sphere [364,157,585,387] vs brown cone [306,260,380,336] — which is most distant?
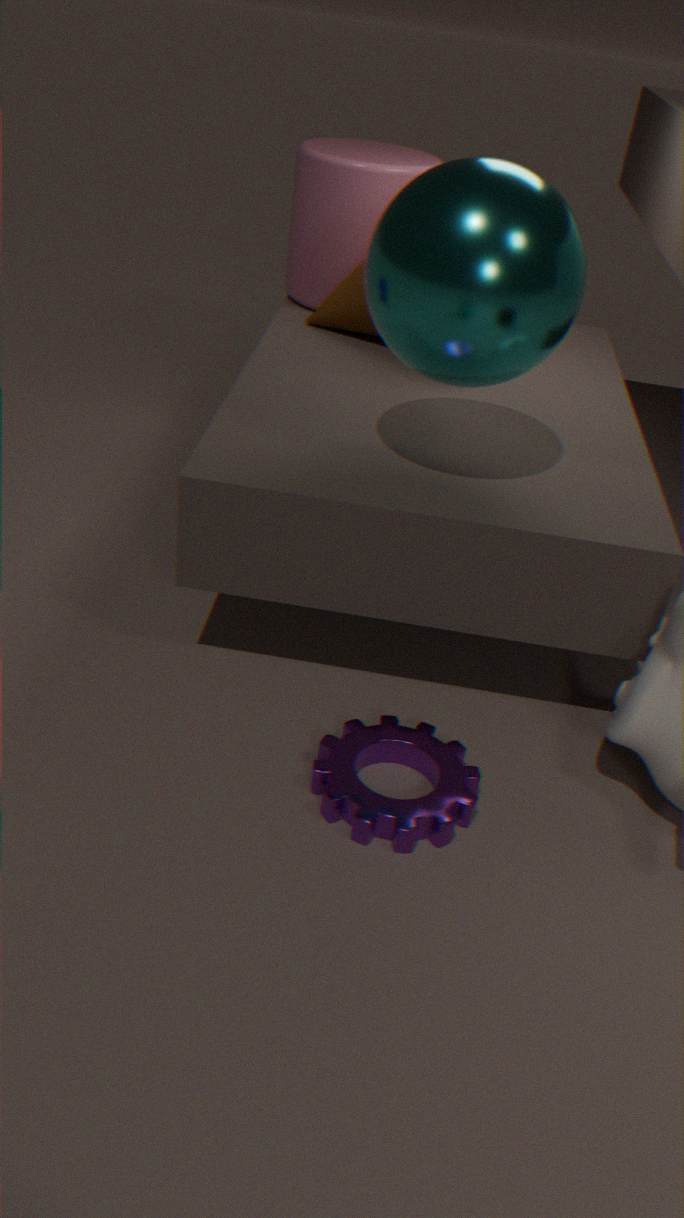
brown cone [306,260,380,336]
